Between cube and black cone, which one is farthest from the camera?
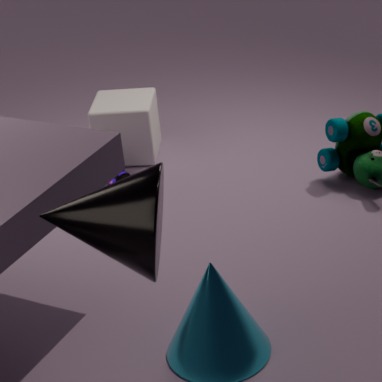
cube
